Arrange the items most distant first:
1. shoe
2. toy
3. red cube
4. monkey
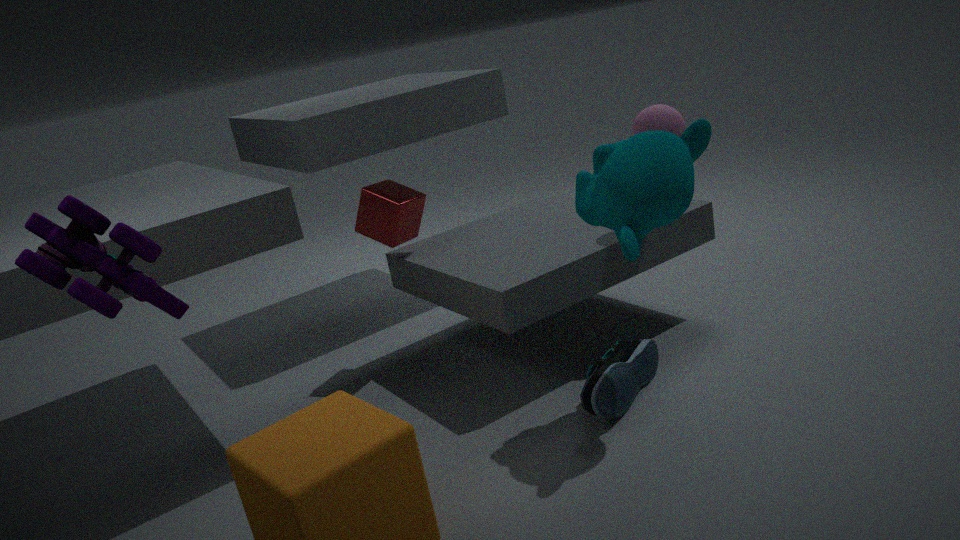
red cube < shoe < monkey < toy
